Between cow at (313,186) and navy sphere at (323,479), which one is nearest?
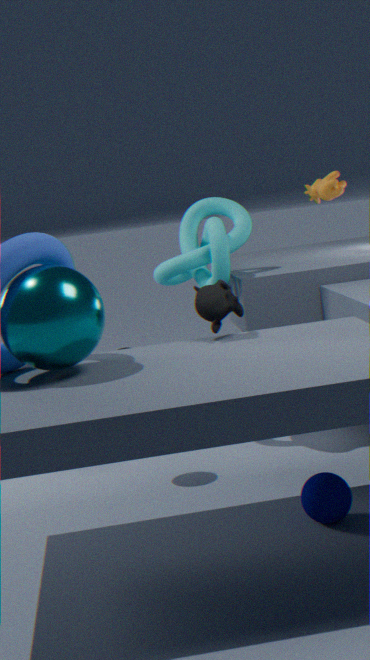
navy sphere at (323,479)
